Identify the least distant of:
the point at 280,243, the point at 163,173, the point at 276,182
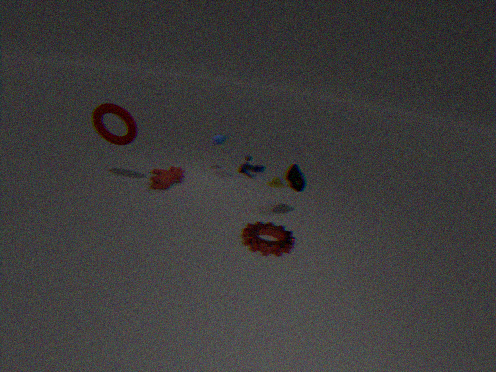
the point at 280,243
